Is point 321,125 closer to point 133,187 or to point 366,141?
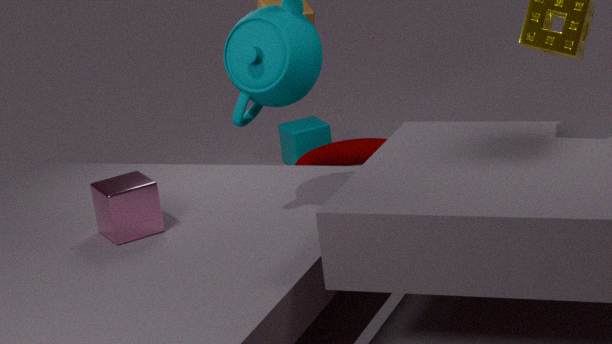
point 366,141
